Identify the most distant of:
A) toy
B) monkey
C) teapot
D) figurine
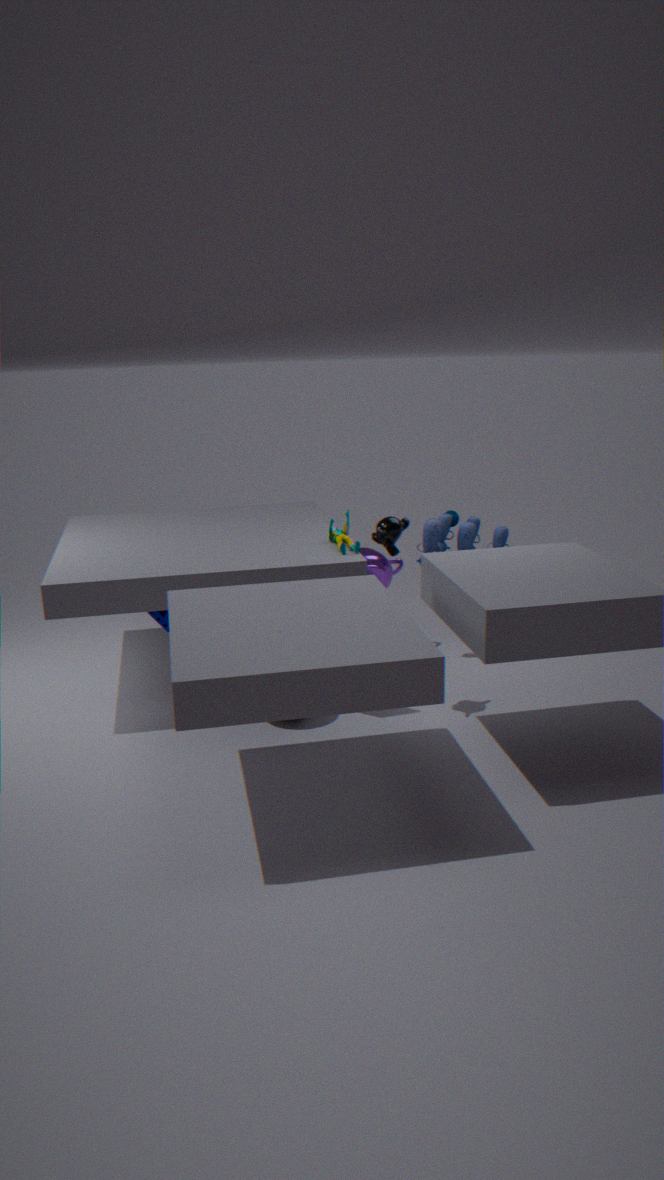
teapot
